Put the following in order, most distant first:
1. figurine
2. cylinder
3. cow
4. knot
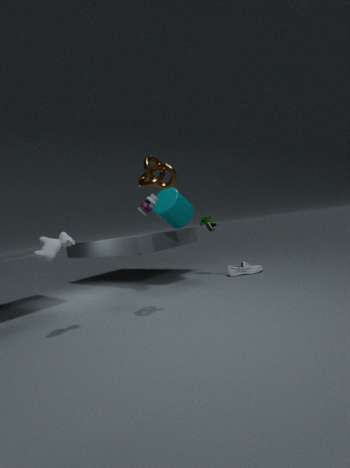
figurine
cylinder
knot
cow
